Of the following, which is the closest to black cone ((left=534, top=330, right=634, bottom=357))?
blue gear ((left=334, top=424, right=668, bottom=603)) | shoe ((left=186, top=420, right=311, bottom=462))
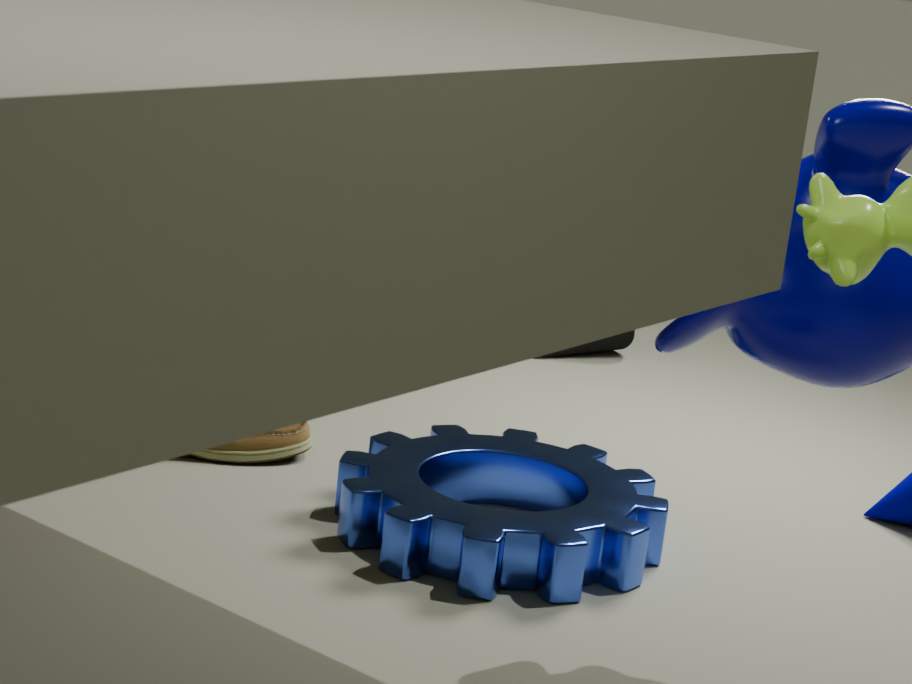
blue gear ((left=334, top=424, right=668, bottom=603))
